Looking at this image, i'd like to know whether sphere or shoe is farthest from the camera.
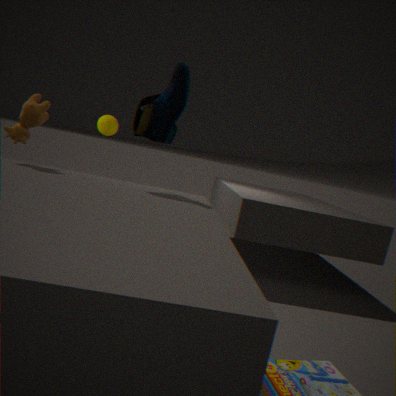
sphere
